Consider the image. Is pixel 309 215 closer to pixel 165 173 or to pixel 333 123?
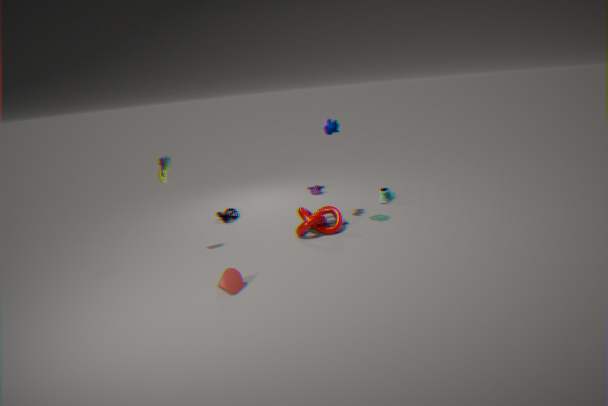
pixel 333 123
